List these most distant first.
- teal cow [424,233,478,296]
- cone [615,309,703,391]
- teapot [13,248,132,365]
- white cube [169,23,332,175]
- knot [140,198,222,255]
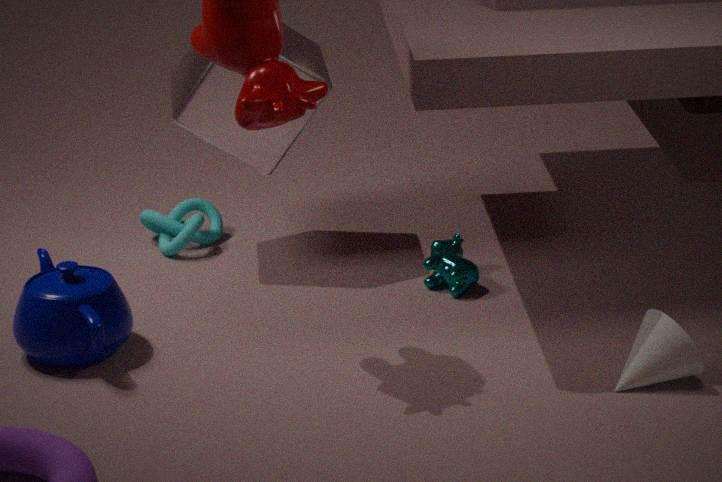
knot [140,198,222,255], white cube [169,23,332,175], teal cow [424,233,478,296], teapot [13,248,132,365], cone [615,309,703,391]
